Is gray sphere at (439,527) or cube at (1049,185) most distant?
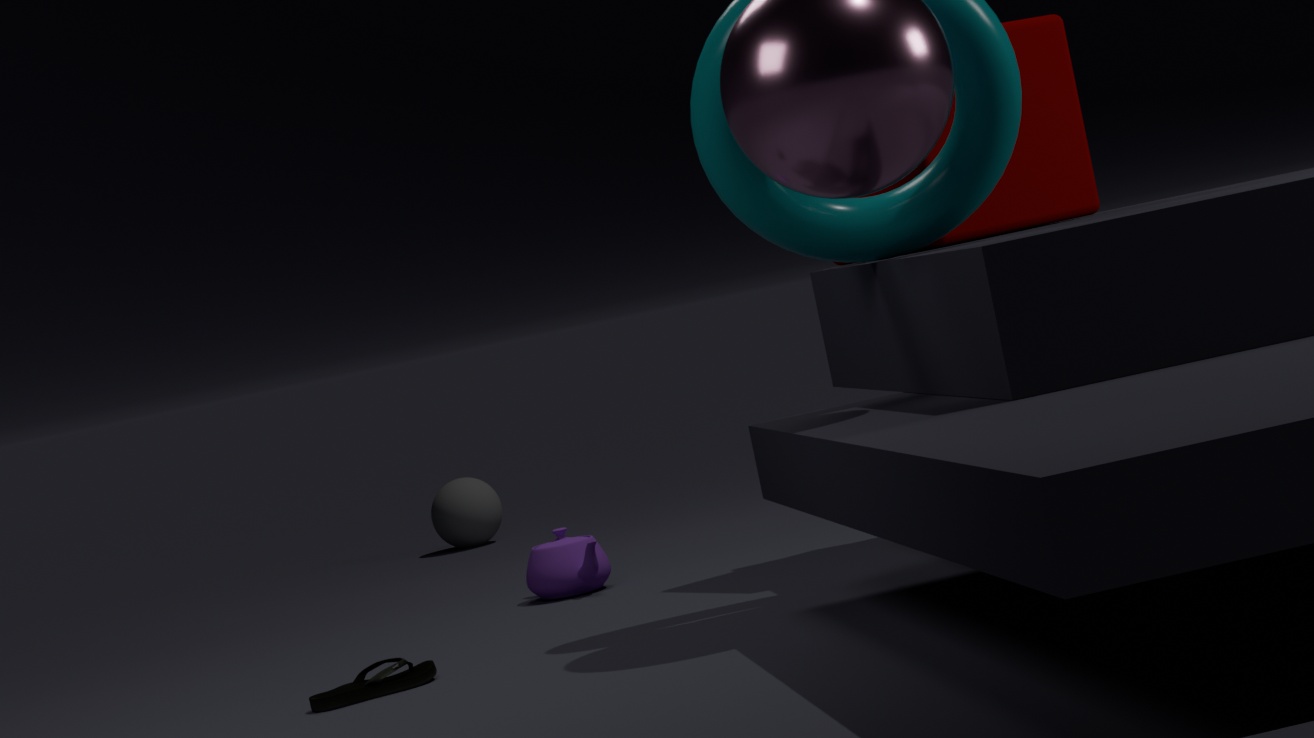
gray sphere at (439,527)
